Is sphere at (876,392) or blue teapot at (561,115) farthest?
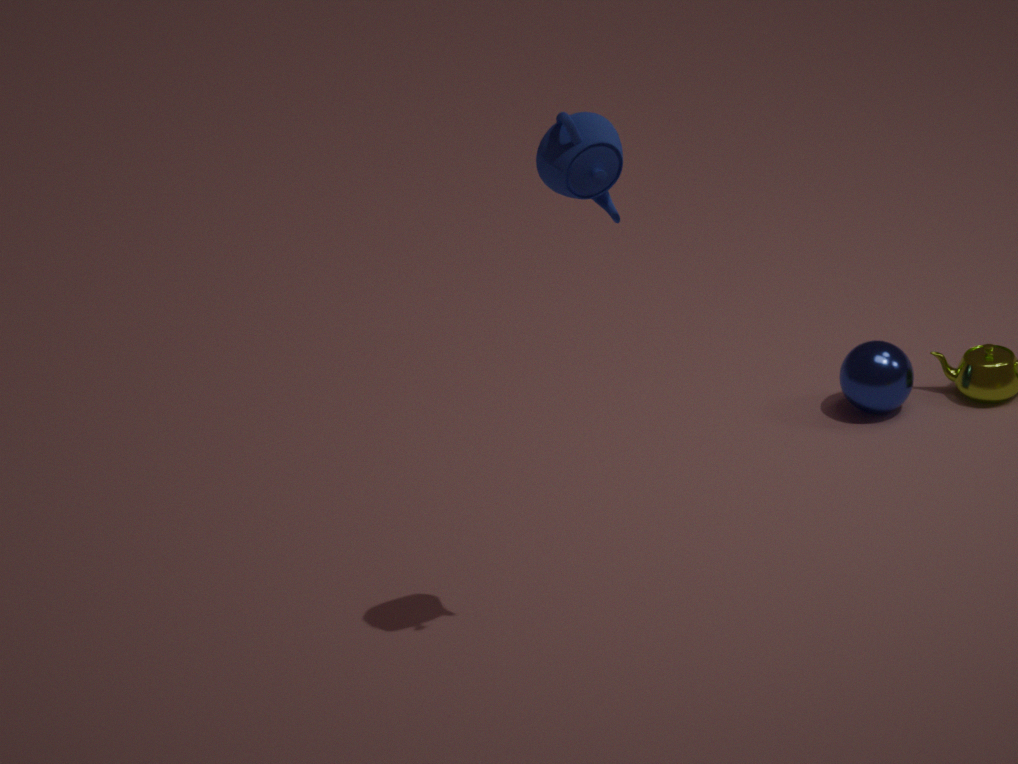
sphere at (876,392)
